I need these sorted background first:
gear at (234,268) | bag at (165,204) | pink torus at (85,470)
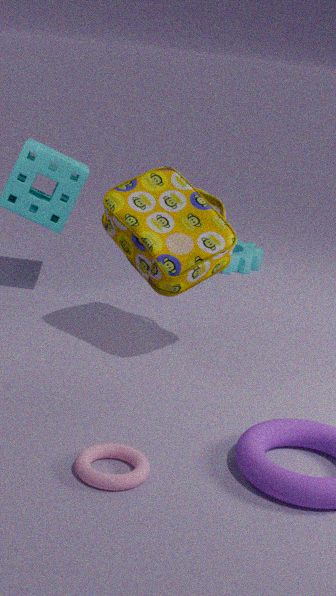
gear at (234,268), bag at (165,204), pink torus at (85,470)
